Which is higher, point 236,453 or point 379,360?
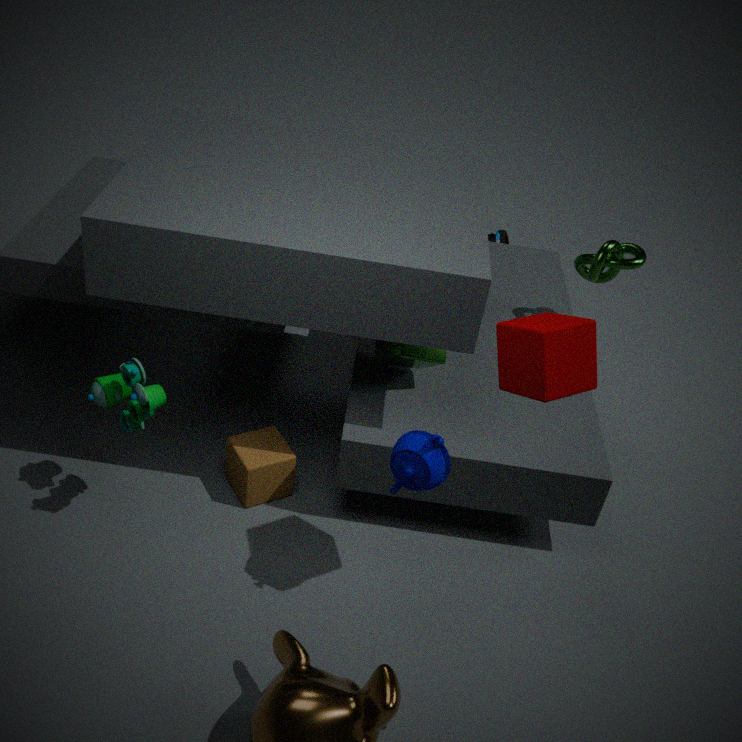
point 379,360
